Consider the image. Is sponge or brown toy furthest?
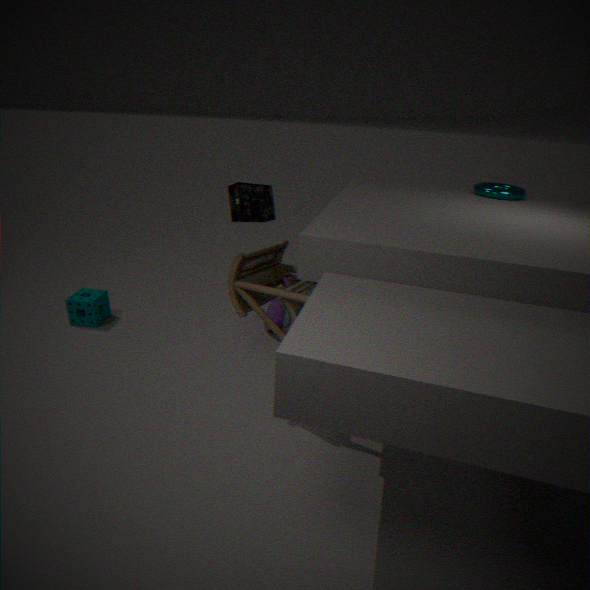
sponge
